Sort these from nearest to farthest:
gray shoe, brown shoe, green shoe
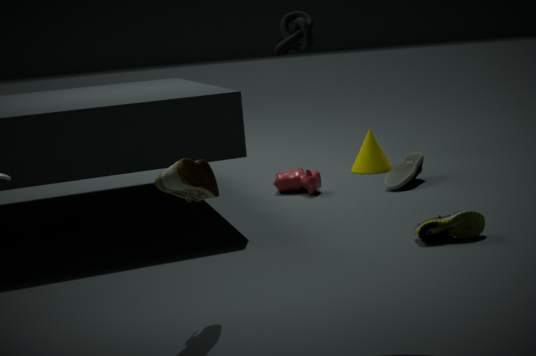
1. brown shoe
2. green shoe
3. gray shoe
